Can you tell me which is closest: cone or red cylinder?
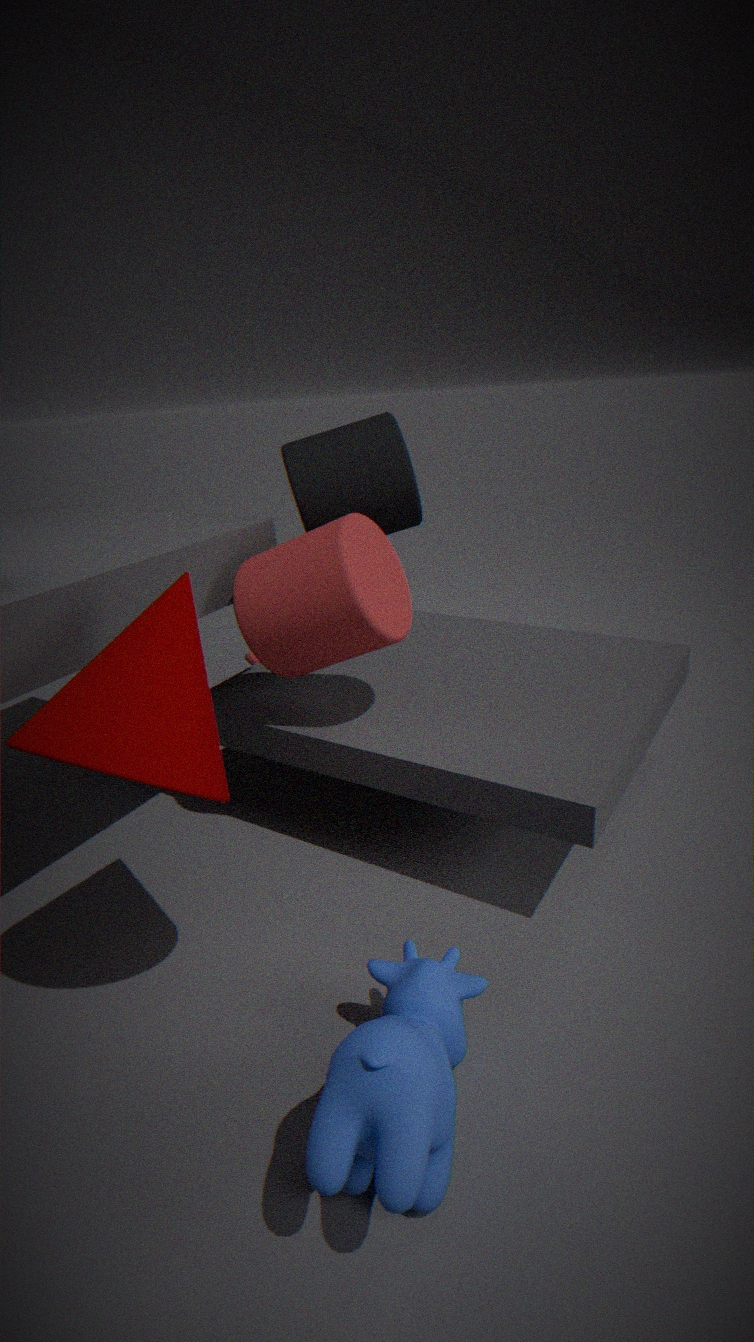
cone
